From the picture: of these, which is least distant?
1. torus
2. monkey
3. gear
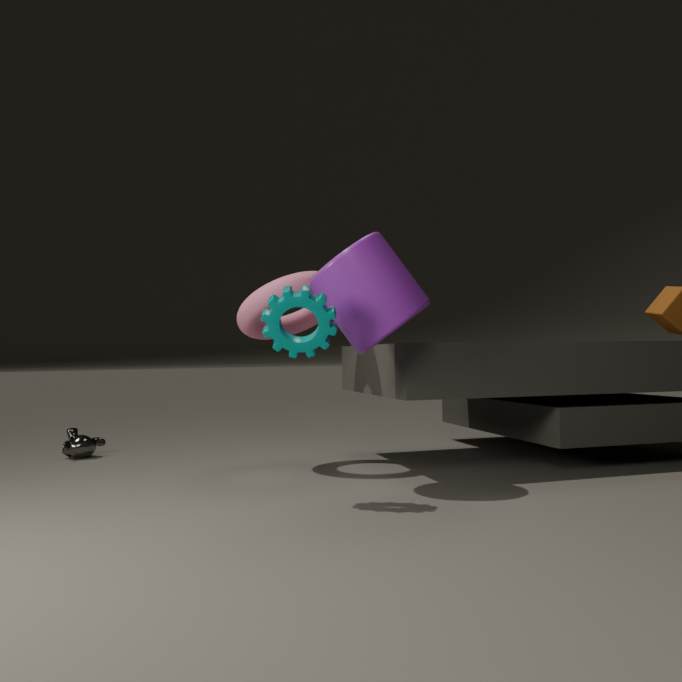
gear
